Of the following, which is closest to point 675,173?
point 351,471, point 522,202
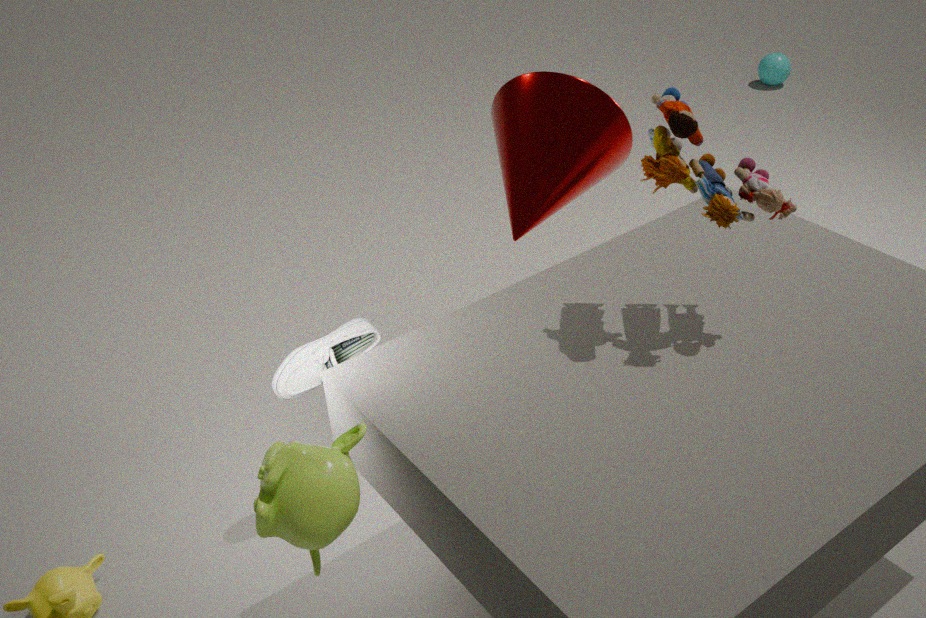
point 522,202
